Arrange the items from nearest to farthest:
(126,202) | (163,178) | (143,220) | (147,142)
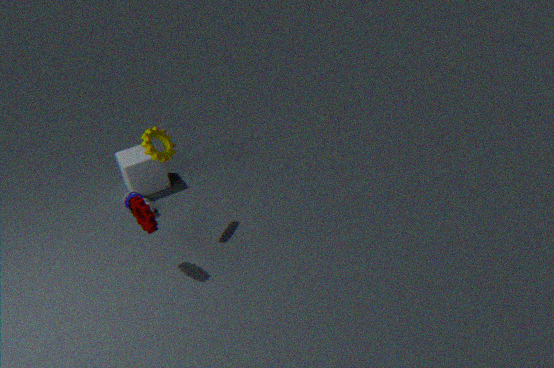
(143,220), (147,142), (126,202), (163,178)
